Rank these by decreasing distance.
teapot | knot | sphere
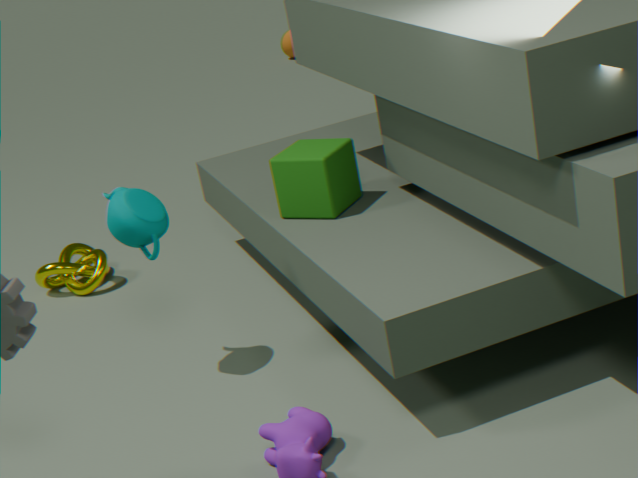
sphere
knot
teapot
